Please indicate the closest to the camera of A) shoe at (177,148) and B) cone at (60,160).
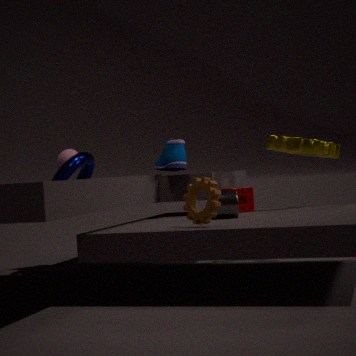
A. shoe at (177,148)
